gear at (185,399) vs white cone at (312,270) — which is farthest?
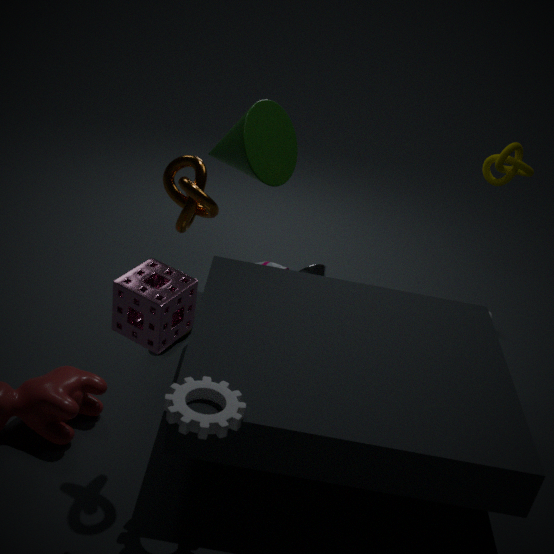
white cone at (312,270)
